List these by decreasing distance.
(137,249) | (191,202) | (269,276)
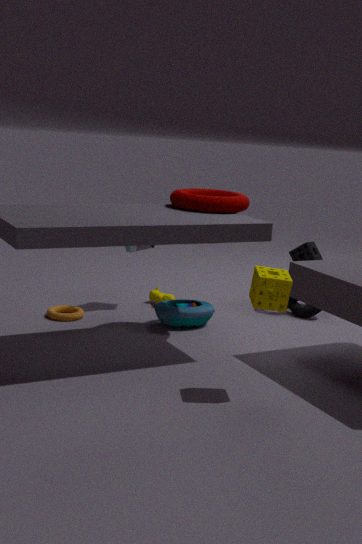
(137,249) → (191,202) → (269,276)
